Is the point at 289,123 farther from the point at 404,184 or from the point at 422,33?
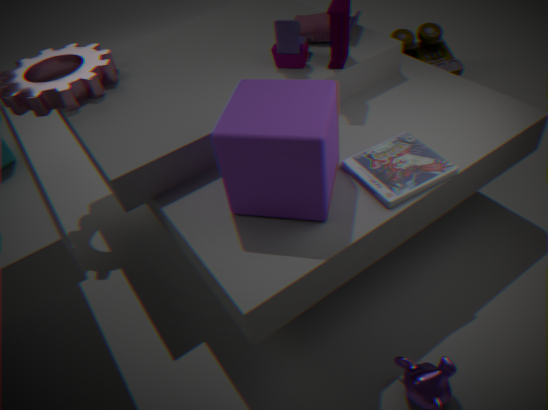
the point at 422,33
